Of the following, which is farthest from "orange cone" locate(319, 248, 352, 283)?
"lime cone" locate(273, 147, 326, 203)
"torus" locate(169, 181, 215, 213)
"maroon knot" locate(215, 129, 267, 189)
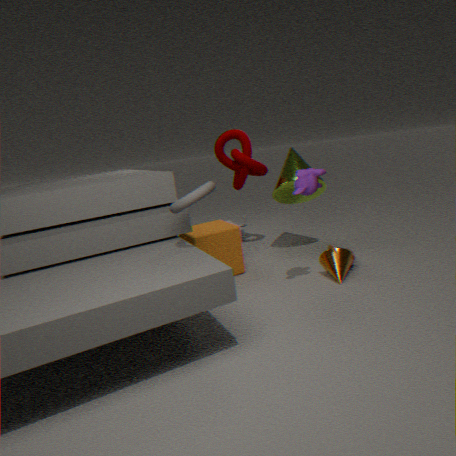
"maroon knot" locate(215, 129, 267, 189)
